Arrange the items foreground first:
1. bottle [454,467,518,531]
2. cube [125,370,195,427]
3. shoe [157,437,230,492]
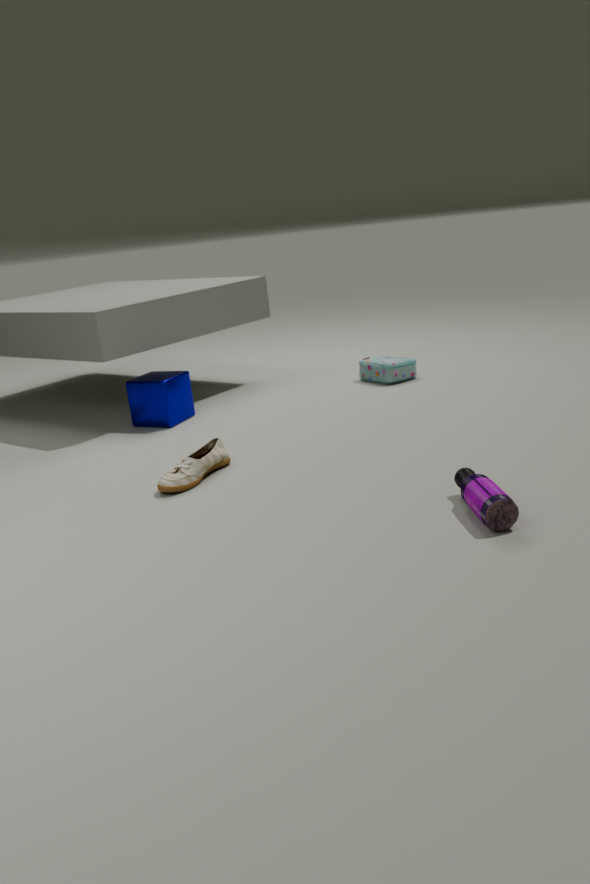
bottle [454,467,518,531]
shoe [157,437,230,492]
cube [125,370,195,427]
